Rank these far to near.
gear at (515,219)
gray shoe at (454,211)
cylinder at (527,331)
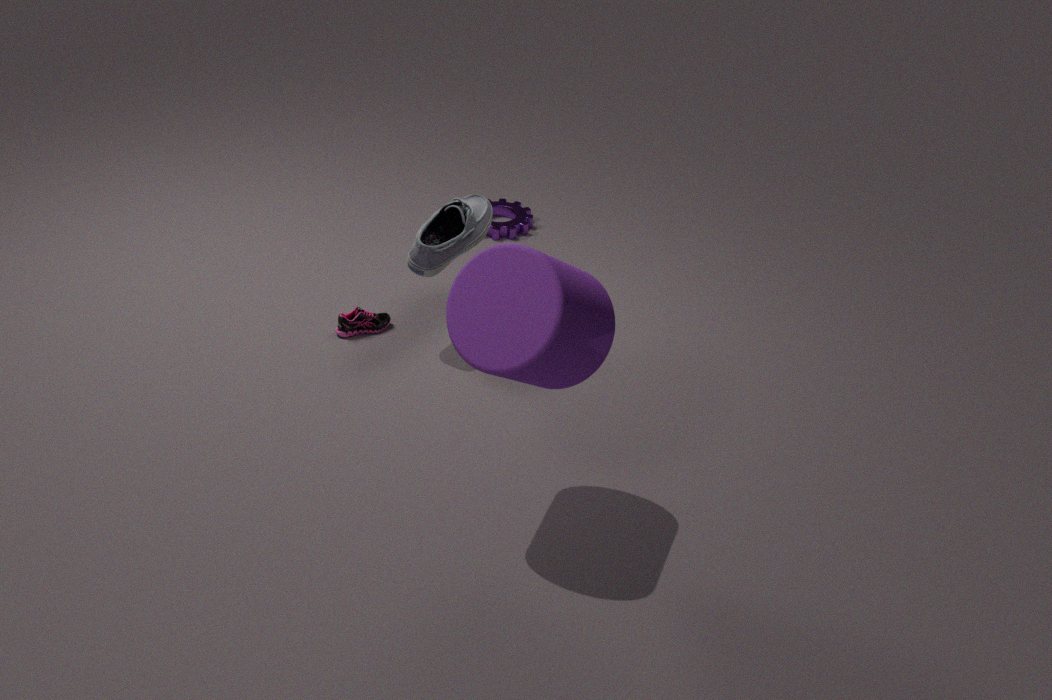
1. gear at (515,219)
2. gray shoe at (454,211)
3. cylinder at (527,331)
